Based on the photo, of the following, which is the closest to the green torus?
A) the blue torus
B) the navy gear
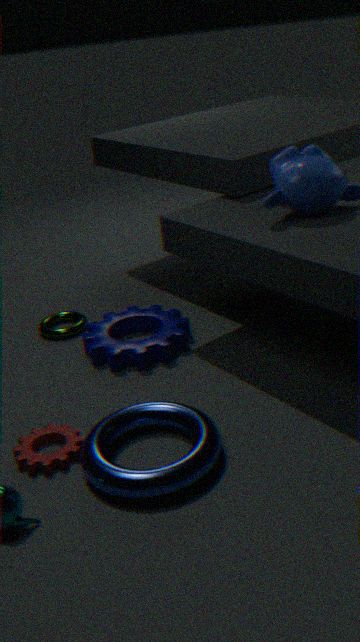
the navy gear
